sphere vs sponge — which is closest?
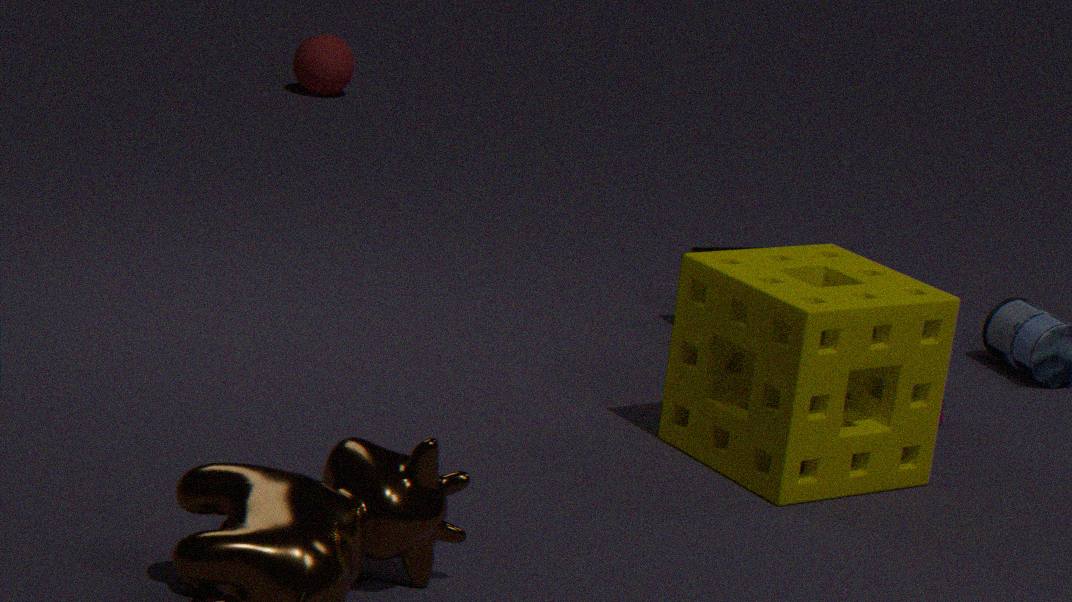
sponge
